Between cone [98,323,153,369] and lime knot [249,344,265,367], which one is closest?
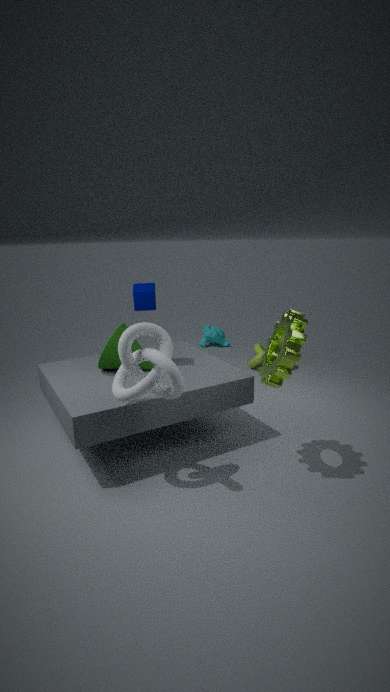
cone [98,323,153,369]
